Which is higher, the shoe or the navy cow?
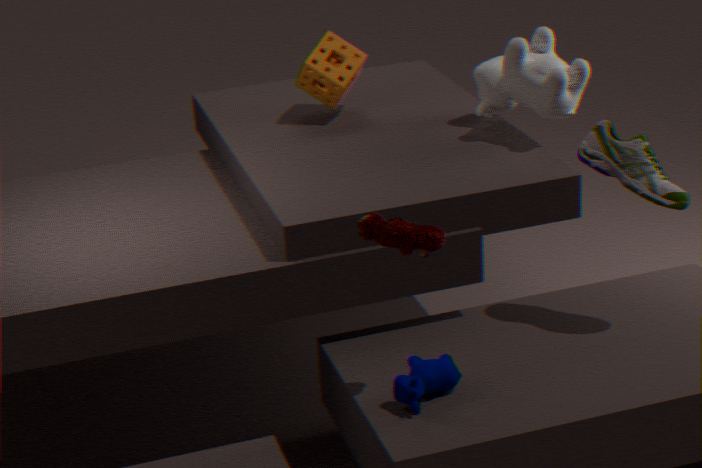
the shoe
